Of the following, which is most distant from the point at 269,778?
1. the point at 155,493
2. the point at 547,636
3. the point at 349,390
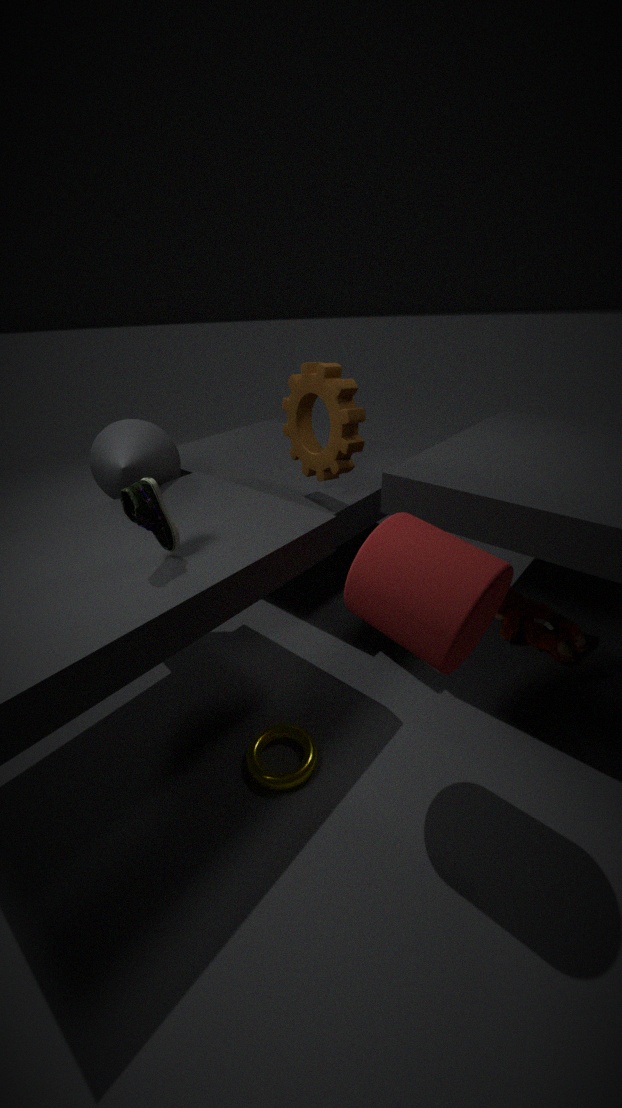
the point at 349,390
